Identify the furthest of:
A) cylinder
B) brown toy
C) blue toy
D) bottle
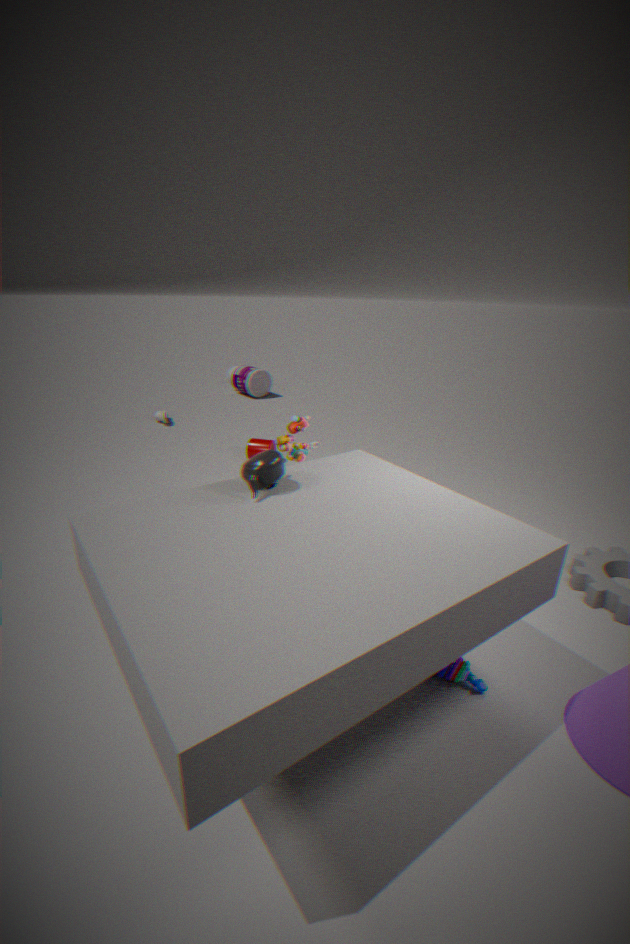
bottle
